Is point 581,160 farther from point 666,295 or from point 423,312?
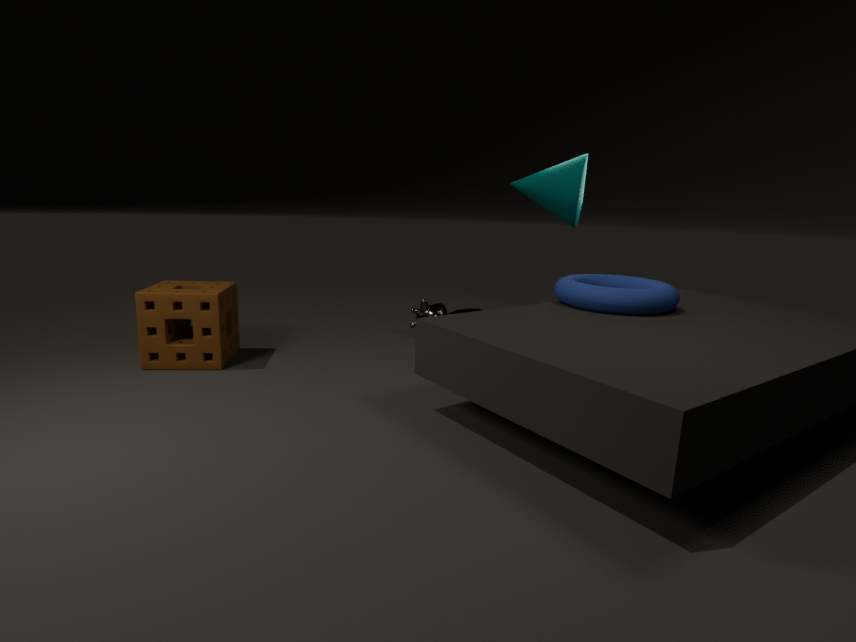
point 423,312
